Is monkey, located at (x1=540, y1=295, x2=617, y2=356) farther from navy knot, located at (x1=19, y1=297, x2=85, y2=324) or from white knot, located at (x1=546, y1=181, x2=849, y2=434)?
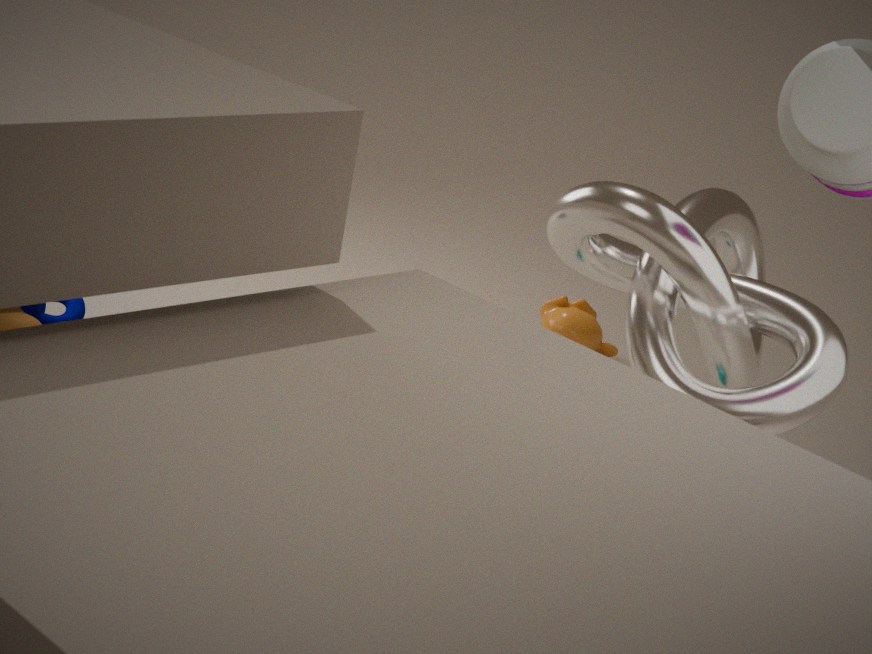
navy knot, located at (x1=19, y1=297, x2=85, y2=324)
